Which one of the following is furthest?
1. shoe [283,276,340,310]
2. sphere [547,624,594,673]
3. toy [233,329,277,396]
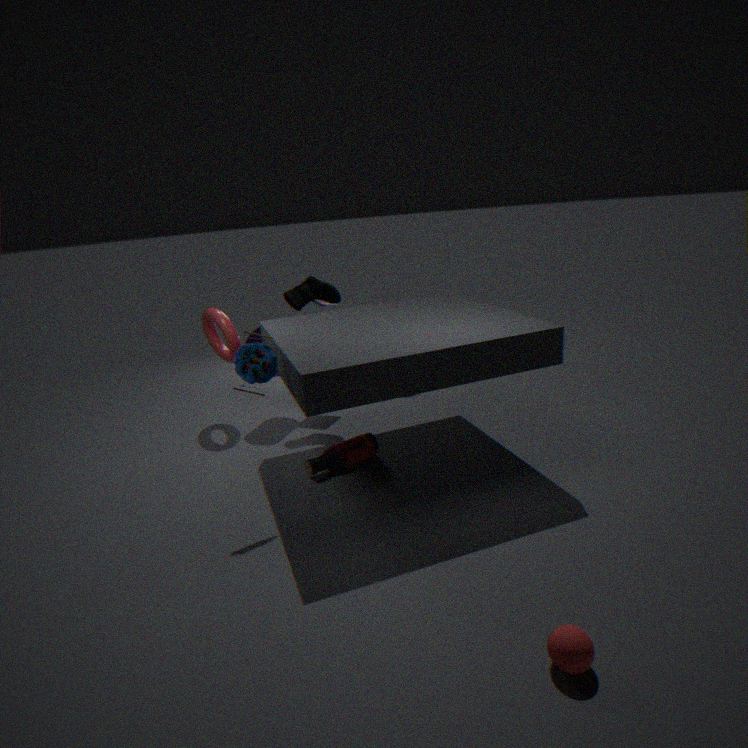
shoe [283,276,340,310]
